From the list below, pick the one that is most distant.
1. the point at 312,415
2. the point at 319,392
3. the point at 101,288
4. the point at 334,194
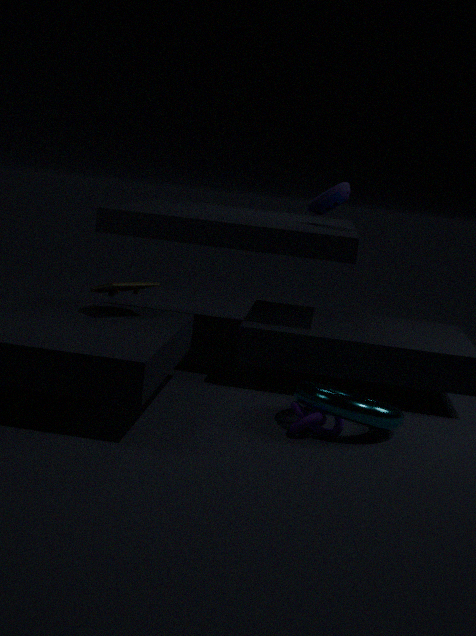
the point at 334,194
